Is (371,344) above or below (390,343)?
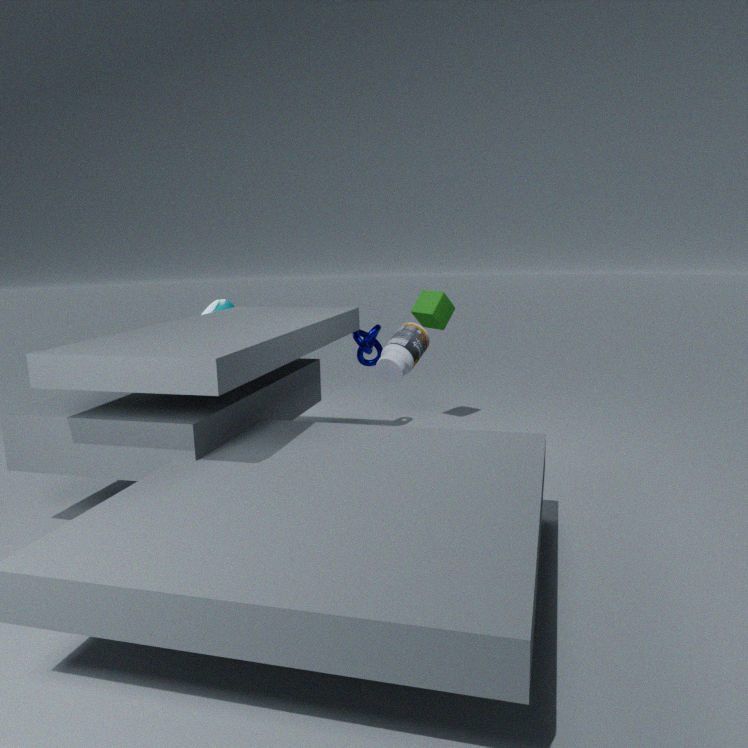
below
